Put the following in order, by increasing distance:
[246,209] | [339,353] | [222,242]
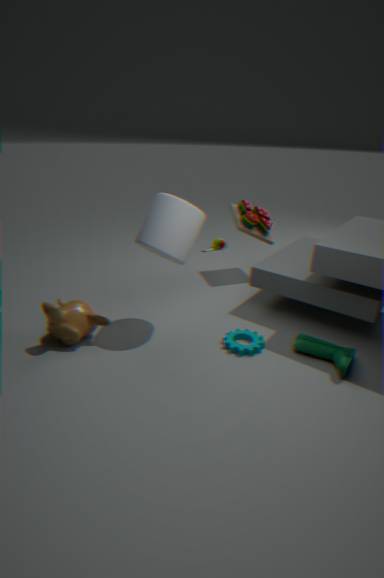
[339,353], [246,209], [222,242]
